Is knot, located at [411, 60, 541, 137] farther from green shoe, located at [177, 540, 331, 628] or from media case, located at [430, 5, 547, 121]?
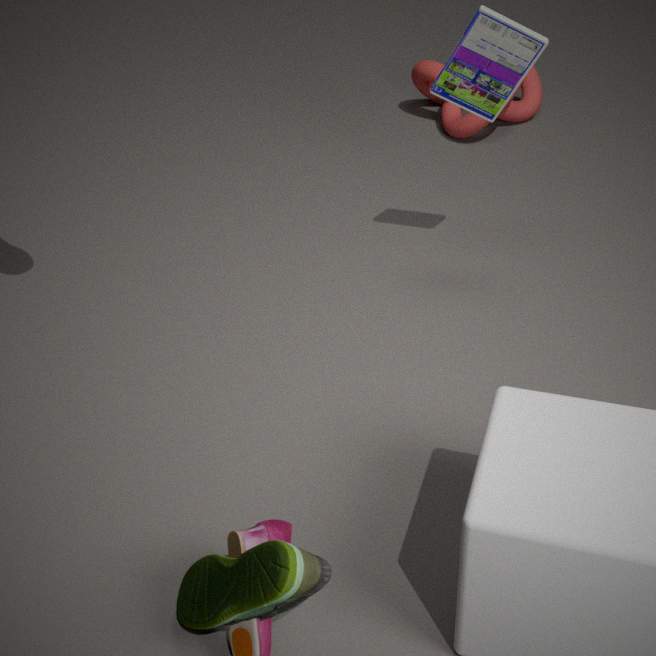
green shoe, located at [177, 540, 331, 628]
